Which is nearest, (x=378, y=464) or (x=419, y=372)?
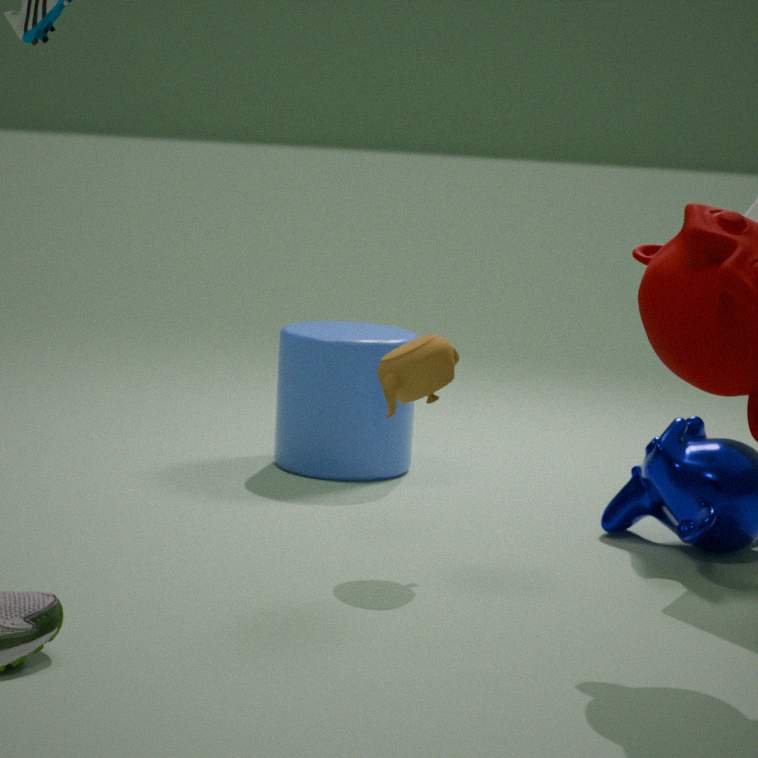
(x=419, y=372)
